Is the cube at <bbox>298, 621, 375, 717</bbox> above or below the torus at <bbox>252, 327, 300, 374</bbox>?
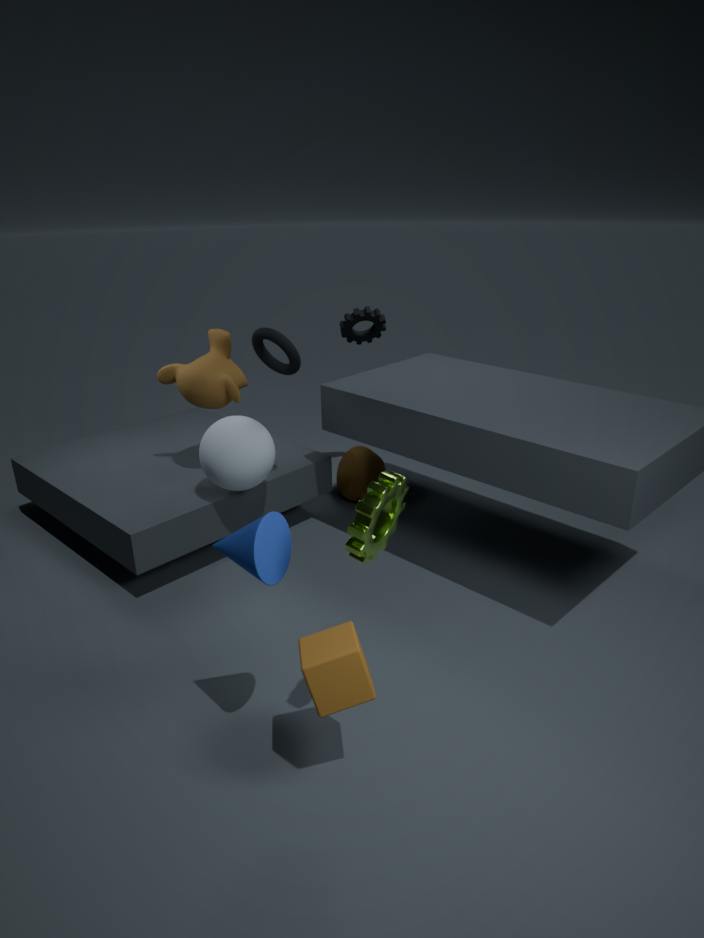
below
